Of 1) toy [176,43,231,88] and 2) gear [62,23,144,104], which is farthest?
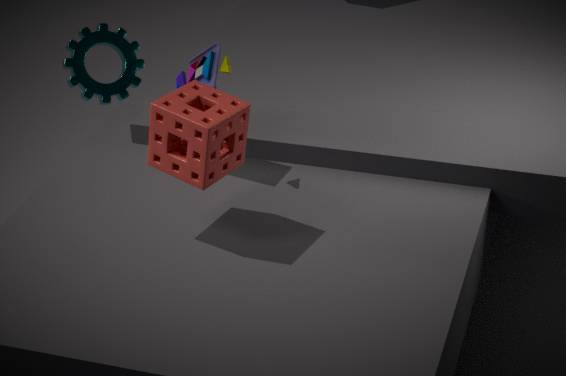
2. gear [62,23,144,104]
